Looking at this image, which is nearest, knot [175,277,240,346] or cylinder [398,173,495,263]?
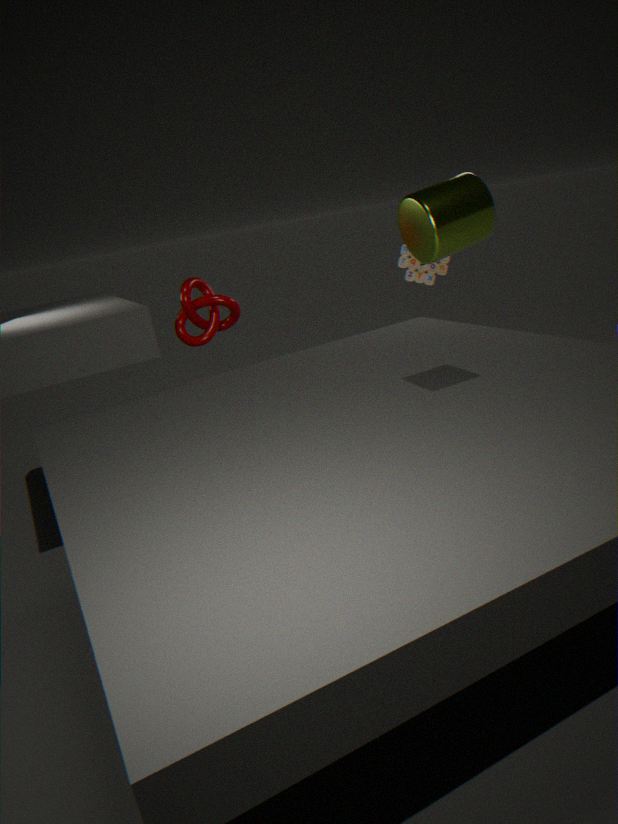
cylinder [398,173,495,263]
